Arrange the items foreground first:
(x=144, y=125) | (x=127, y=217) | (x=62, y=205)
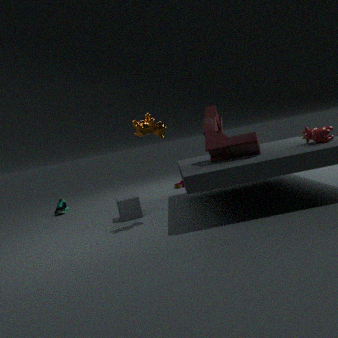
(x=144, y=125)
(x=127, y=217)
(x=62, y=205)
